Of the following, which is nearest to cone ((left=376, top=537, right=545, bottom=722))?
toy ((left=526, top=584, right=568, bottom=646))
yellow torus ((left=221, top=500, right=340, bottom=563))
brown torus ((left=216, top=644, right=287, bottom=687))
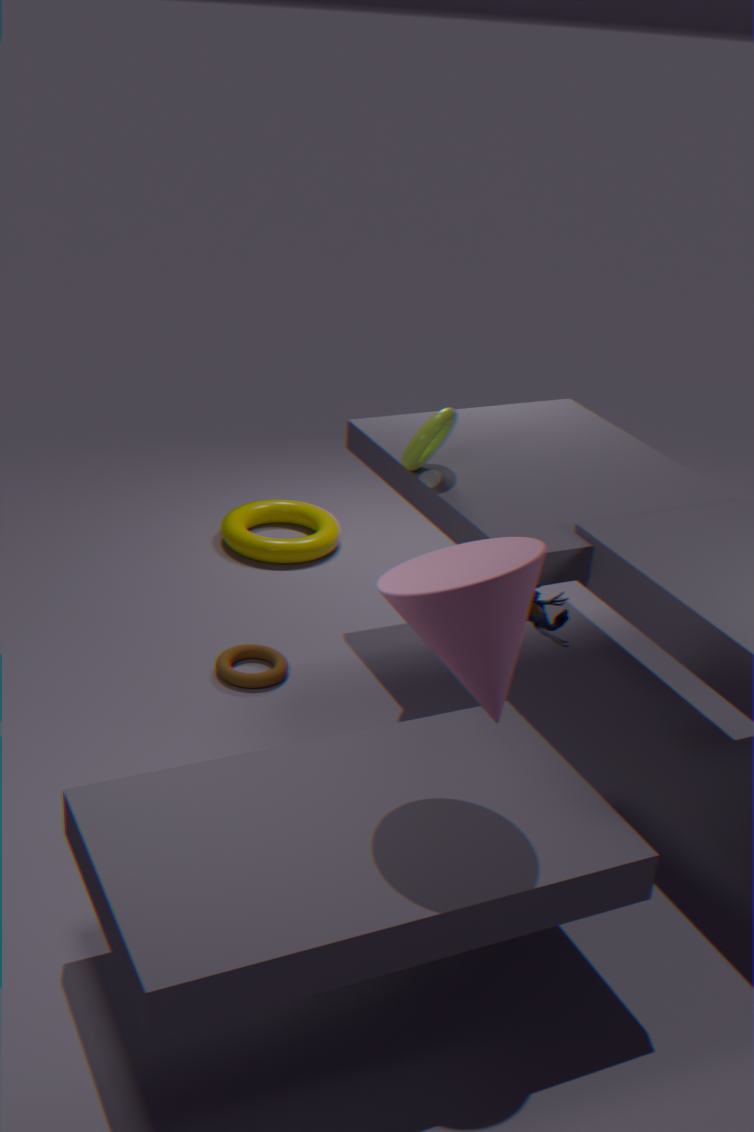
toy ((left=526, top=584, right=568, bottom=646))
